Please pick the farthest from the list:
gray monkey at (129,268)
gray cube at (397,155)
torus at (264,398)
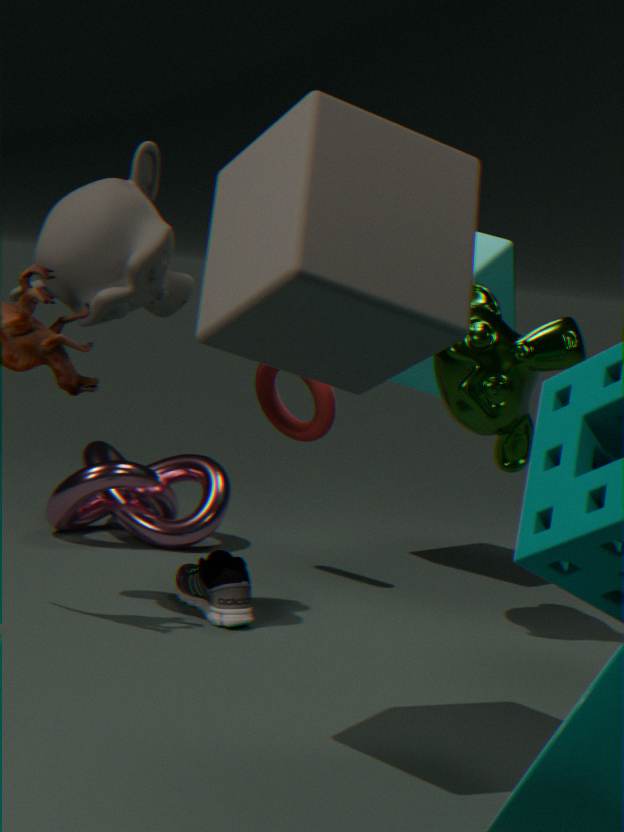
torus at (264,398)
